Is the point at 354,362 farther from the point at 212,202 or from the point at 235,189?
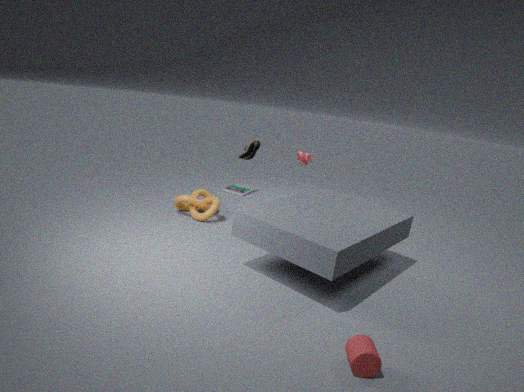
the point at 235,189
